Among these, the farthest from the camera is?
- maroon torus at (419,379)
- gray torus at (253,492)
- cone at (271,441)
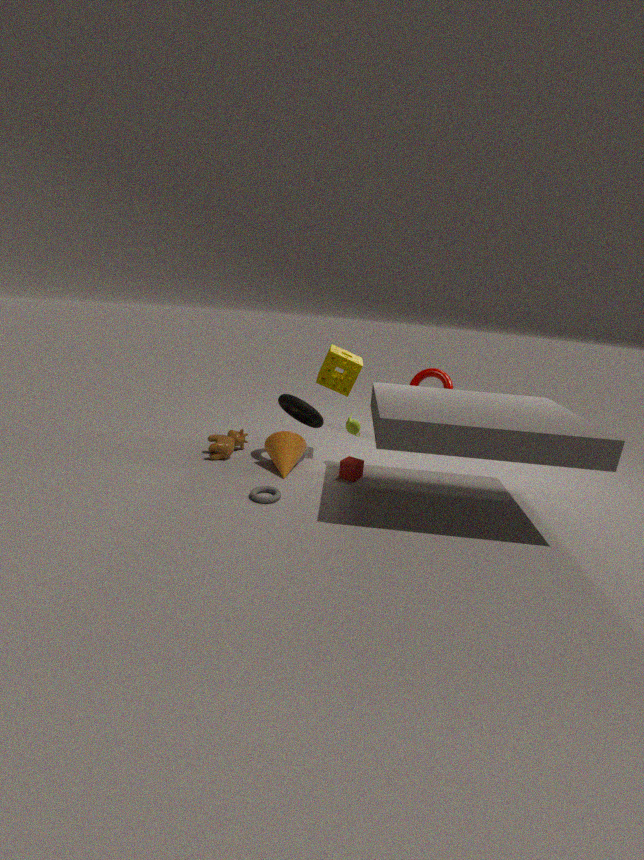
maroon torus at (419,379)
